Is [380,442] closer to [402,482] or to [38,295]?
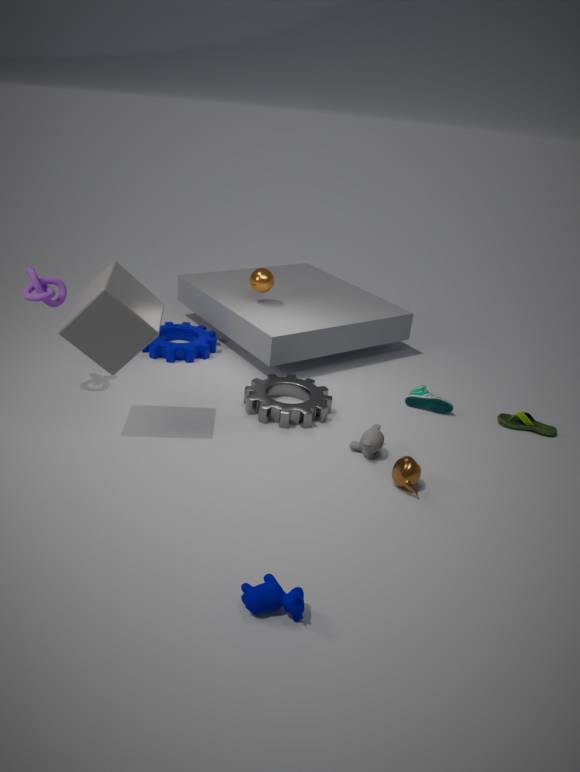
[402,482]
